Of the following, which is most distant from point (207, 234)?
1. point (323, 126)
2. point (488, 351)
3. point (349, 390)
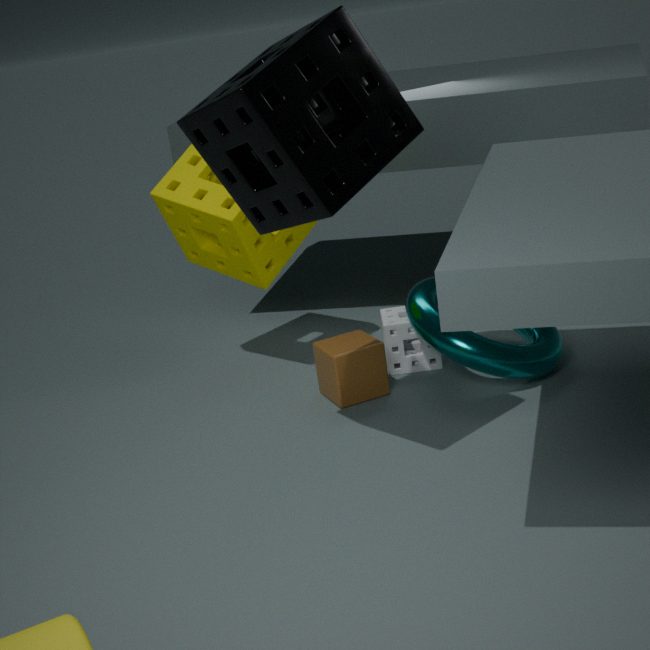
point (323, 126)
